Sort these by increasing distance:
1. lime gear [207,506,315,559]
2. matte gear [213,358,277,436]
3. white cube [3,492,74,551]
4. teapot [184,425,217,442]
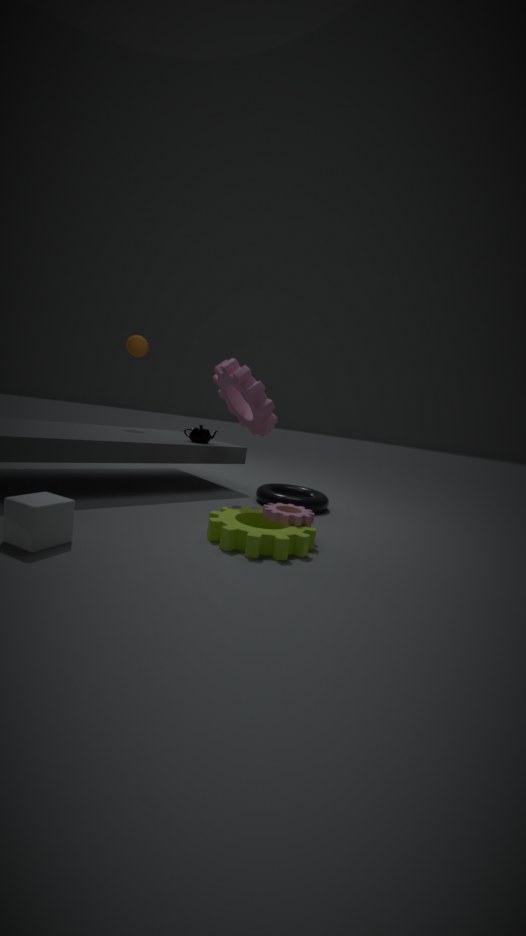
white cube [3,492,74,551] < lime gear [207,506,315,559] < matte gear [213,358,277,436] < teapot [184,425,217,442]
